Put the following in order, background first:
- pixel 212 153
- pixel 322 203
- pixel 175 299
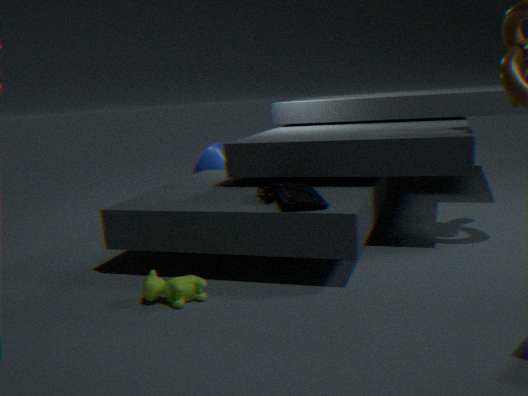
pixel 212 153, pixel 322 203, pixel 175 299
